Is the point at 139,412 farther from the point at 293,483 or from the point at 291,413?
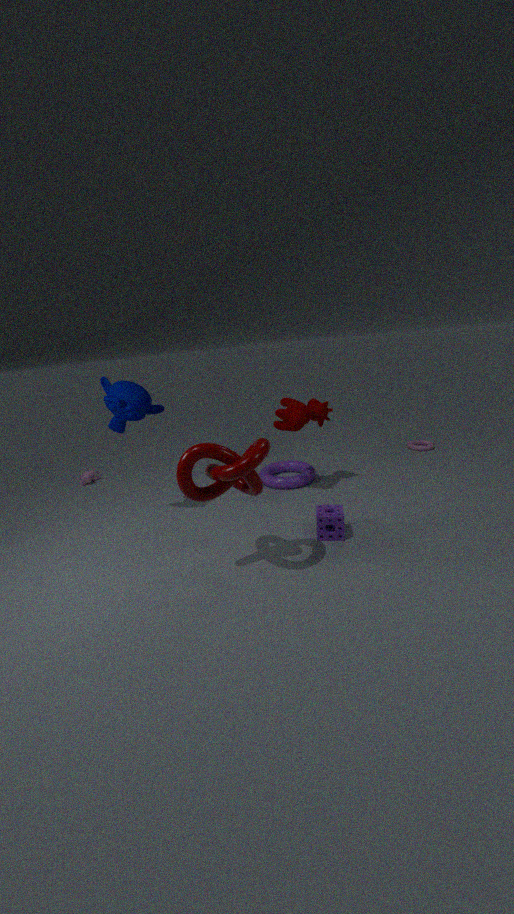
the point at 293,483
